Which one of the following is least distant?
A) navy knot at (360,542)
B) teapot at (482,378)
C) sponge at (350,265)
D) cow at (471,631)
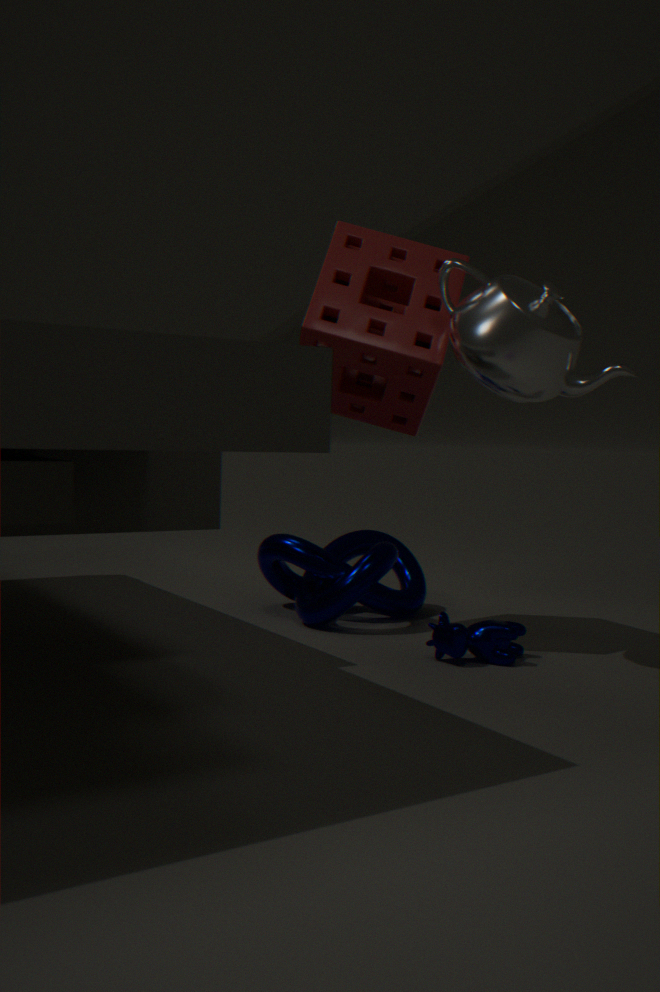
teapot at (482,378)
